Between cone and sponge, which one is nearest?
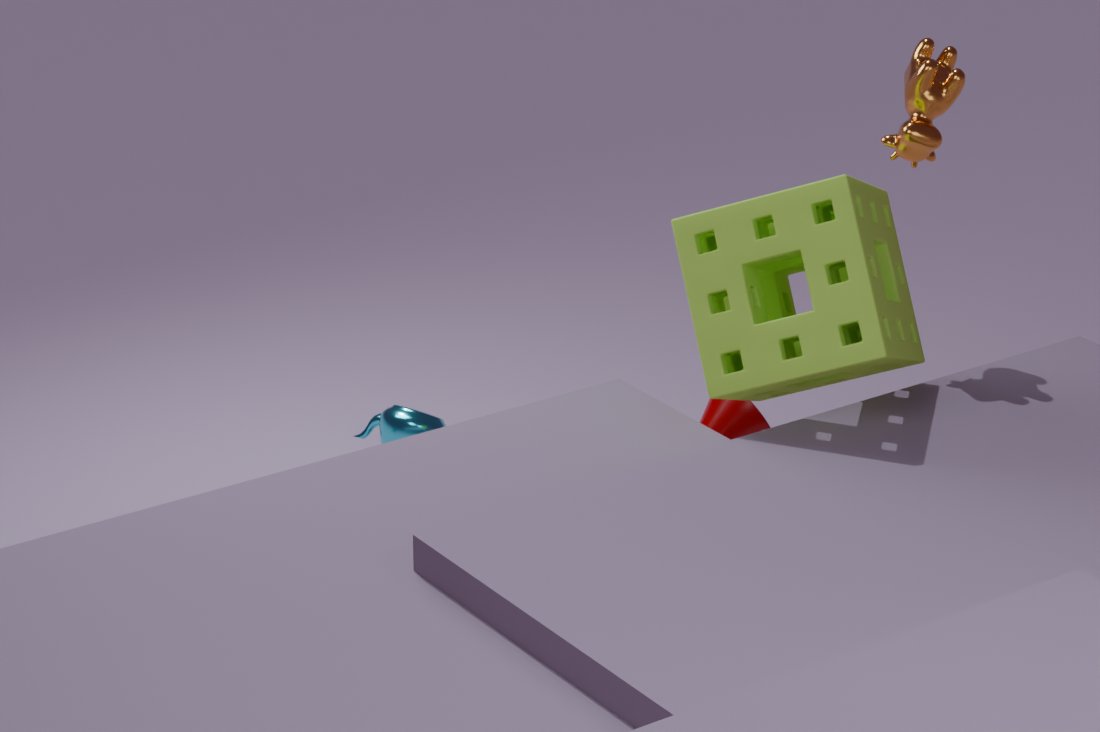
sponge
